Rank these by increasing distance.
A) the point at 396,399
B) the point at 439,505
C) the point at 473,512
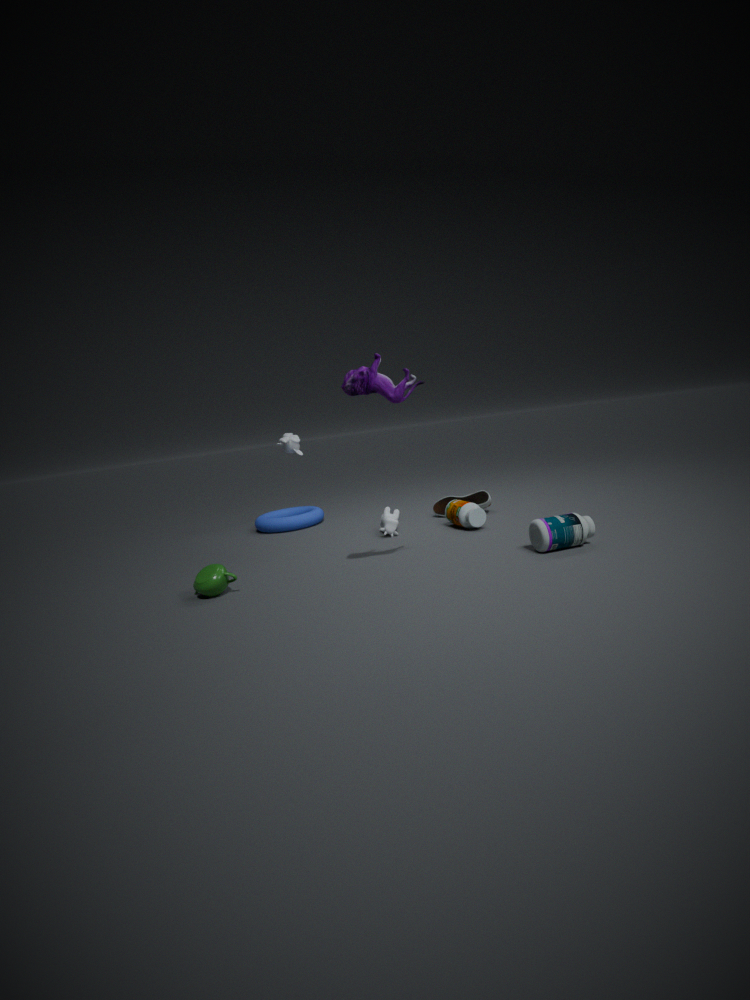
the point at 396,399 → the point at 473,512 → the point at 439,505
